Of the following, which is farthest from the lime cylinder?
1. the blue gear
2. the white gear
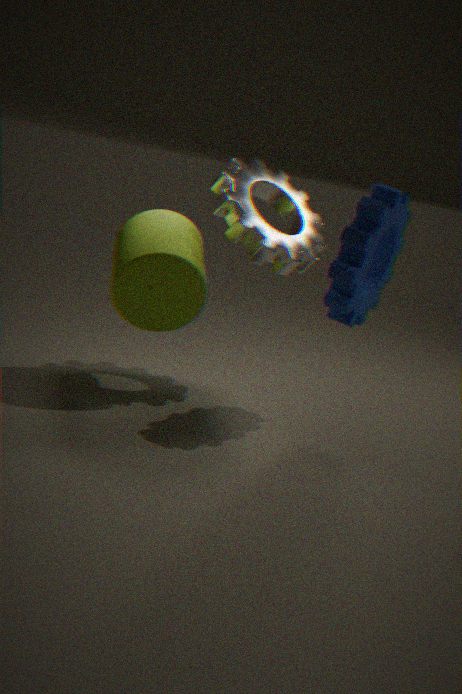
the blue gear
